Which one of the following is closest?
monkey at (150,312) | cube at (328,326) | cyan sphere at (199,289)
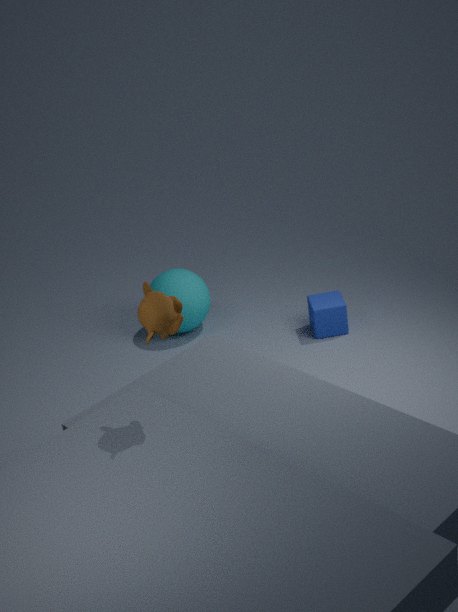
monkey at (150,312)
